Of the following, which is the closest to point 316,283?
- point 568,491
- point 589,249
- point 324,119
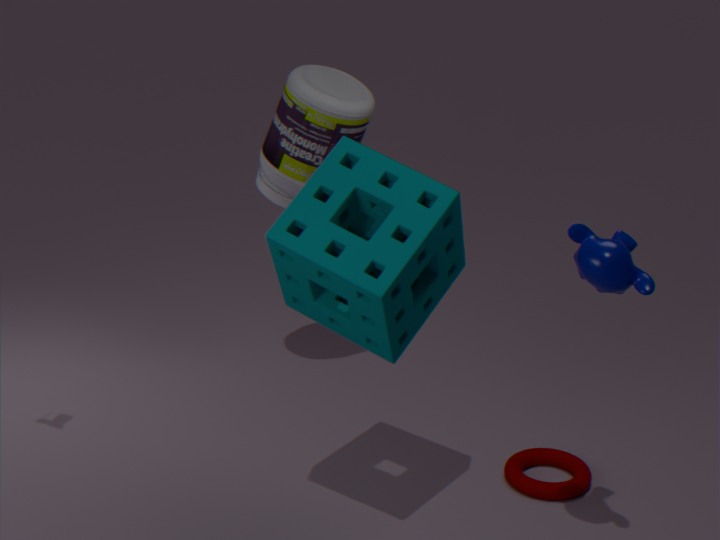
point 589,249
